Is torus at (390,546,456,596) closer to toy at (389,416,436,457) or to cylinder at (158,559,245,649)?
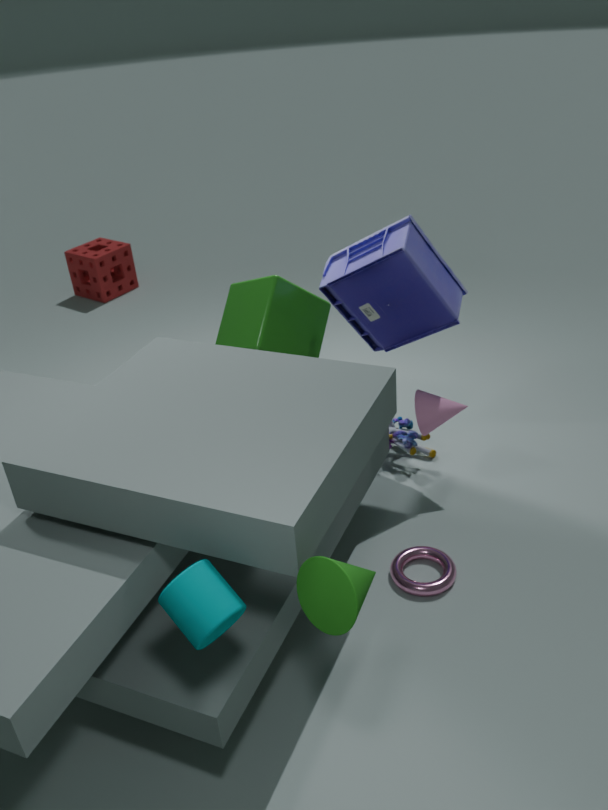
toy at (389,416,436,457)
